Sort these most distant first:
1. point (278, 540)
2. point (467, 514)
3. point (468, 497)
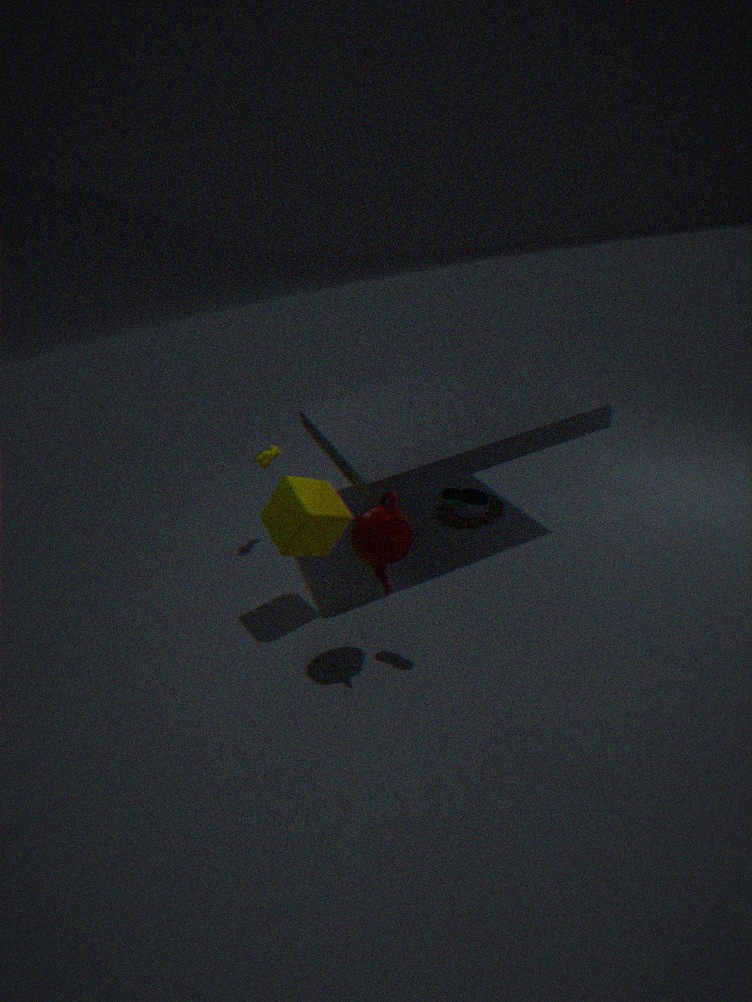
point (467, 514) < point (278, 540) < point (468, 497)
